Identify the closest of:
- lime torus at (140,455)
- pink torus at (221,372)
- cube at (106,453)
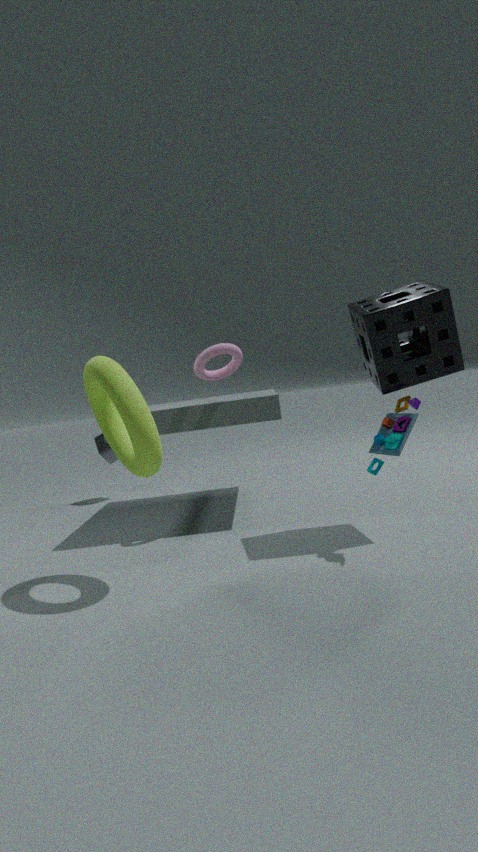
lime torus at (140,455)
